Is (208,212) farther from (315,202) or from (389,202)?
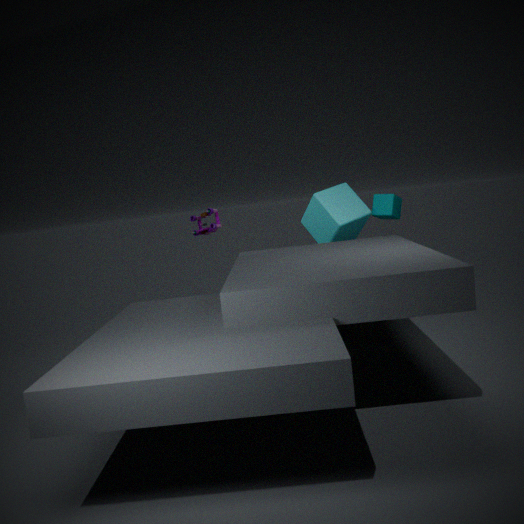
(389,202)
